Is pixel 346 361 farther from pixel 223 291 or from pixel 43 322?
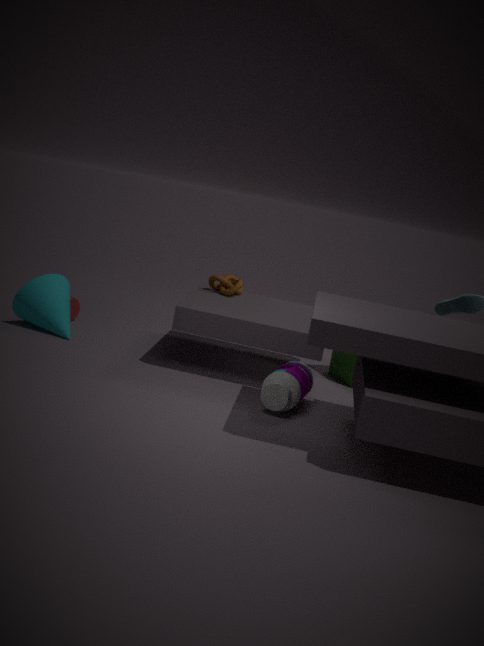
pixel 43 322
